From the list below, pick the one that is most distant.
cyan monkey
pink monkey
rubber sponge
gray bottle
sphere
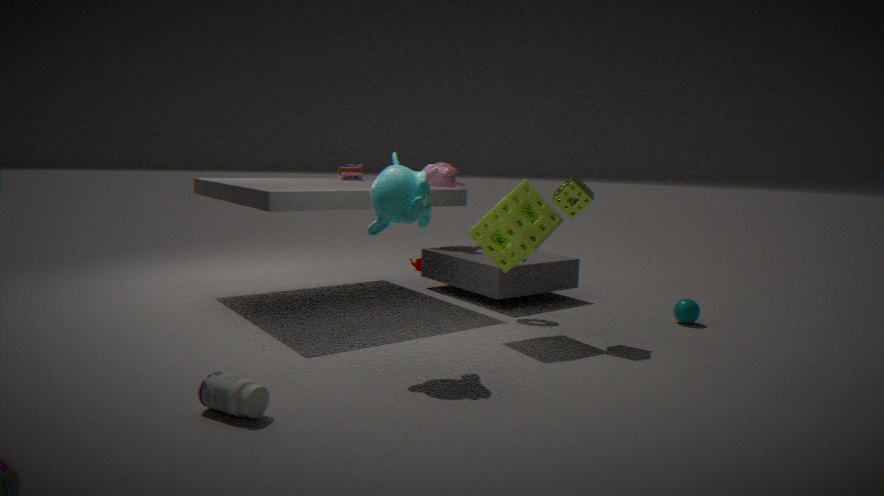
pink monkey
